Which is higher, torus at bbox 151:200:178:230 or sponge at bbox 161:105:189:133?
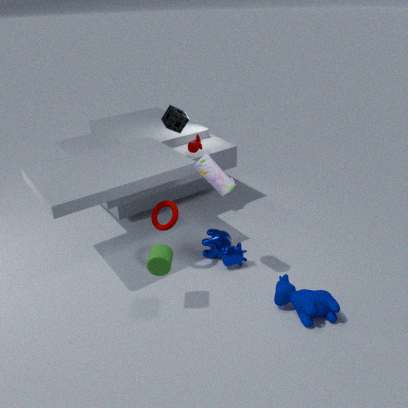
sponge at bbox 161:105:189:133
